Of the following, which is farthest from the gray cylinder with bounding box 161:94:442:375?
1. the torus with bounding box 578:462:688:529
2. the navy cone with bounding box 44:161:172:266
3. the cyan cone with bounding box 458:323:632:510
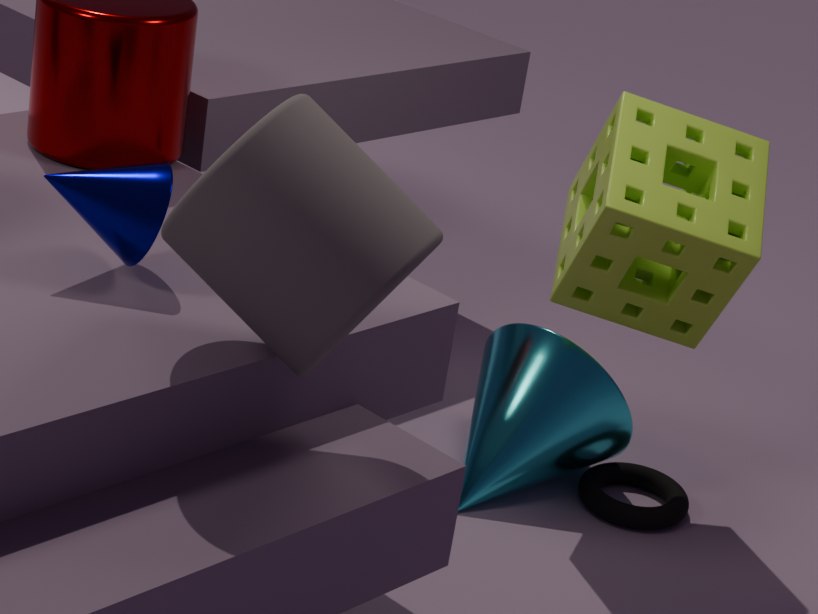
the torus with bounding box 578:462:688:529
